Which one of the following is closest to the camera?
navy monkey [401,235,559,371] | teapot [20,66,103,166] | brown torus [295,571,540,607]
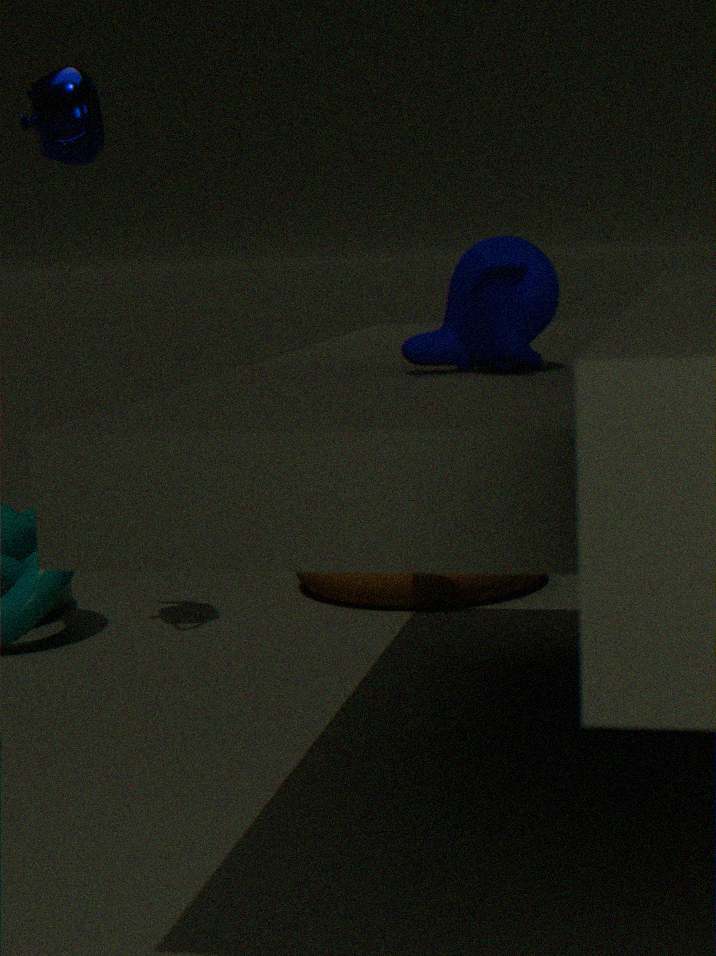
navy monkey [401,235,559,371]
